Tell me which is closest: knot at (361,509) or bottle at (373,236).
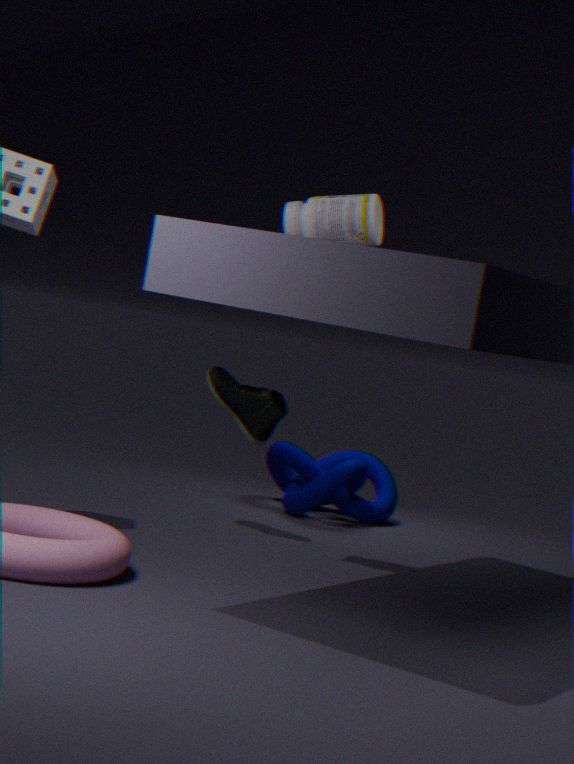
bottle at (373,236)
